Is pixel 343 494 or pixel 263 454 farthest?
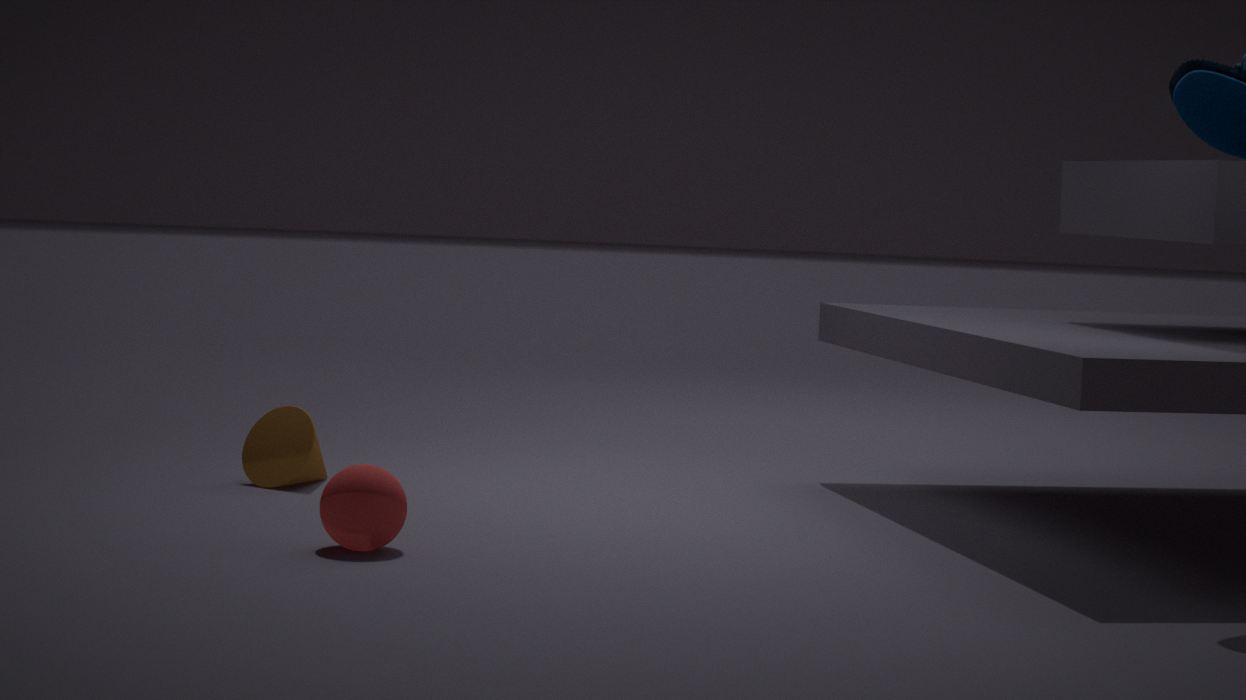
pixel 263 454
